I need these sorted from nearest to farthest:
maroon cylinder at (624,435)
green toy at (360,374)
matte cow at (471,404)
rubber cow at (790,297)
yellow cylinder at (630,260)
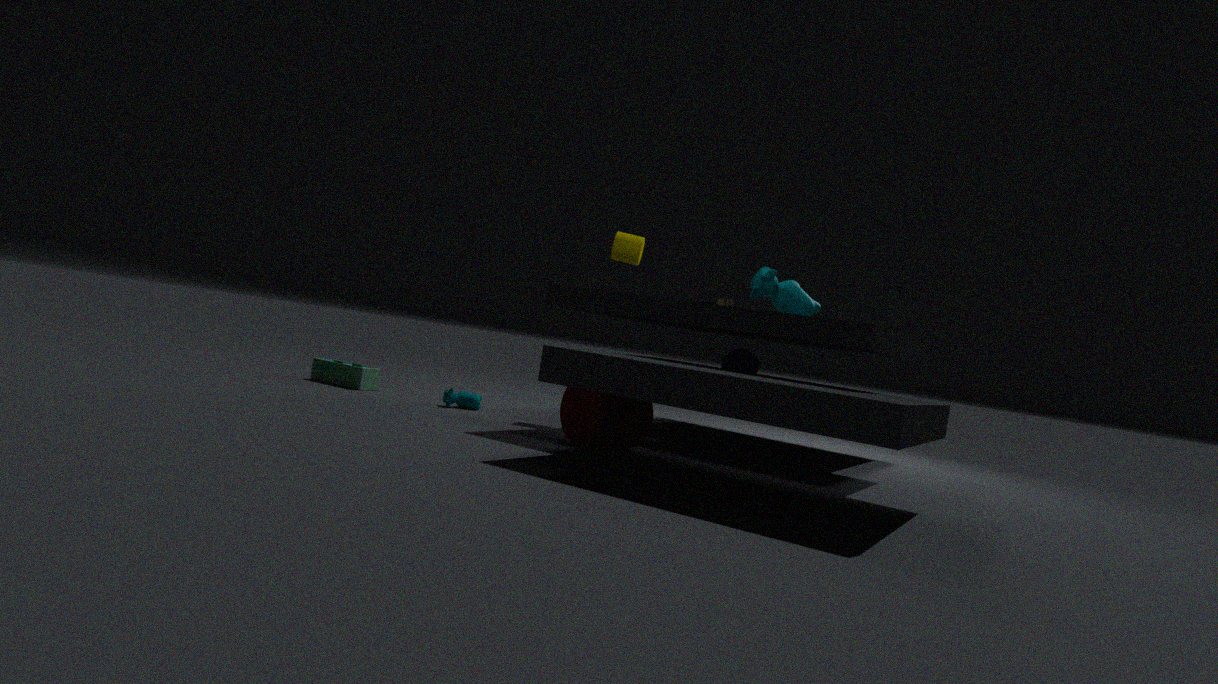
maroon cylinder at (624,435), matte cow at (471,404), yellow cylinder at (630,260), rubber cow at (790,297), green toy at (360,374)
